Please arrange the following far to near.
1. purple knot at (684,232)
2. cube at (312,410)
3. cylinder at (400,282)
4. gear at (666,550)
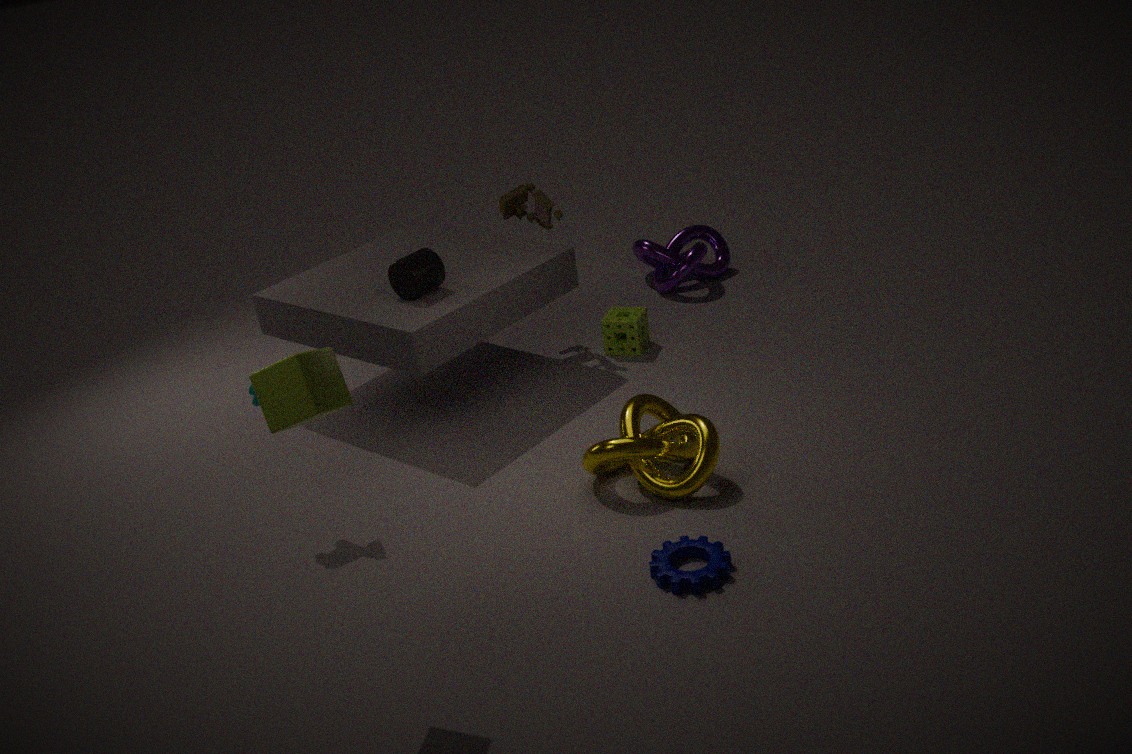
purple knot at (684,232) < cylinder at (400,282) < gear at (666,550) < cube at (312,410)
